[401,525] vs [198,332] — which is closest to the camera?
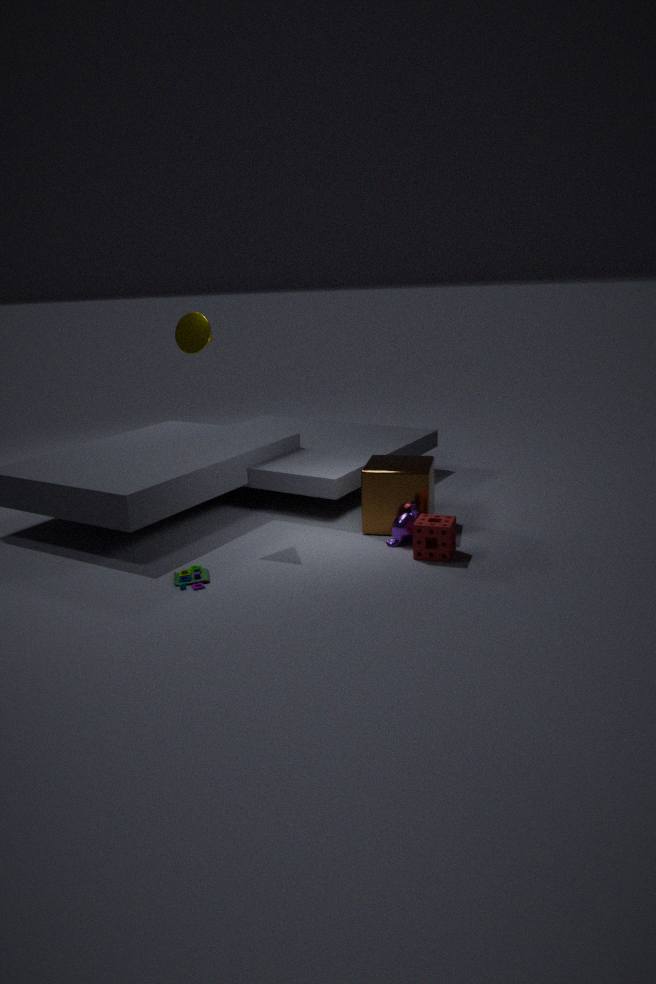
[401,525]
